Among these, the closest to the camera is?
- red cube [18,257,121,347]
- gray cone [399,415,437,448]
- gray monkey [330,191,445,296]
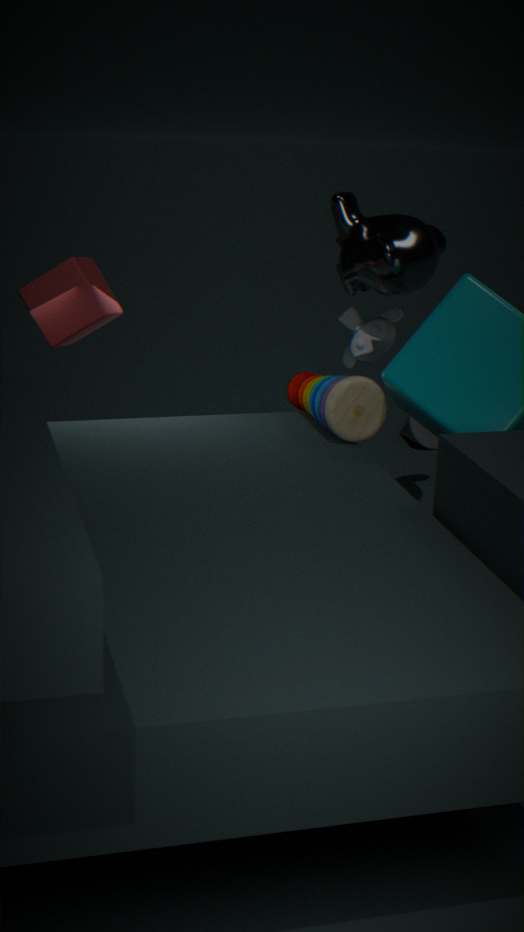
red cube [18,257,121,347]
